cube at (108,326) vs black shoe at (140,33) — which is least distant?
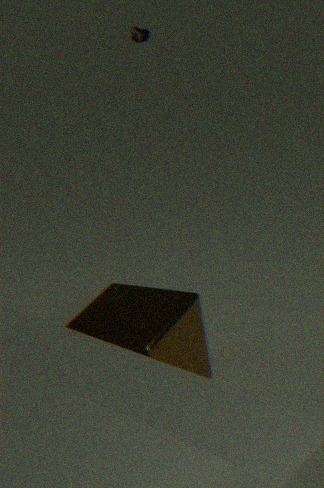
cube at (108,326)
